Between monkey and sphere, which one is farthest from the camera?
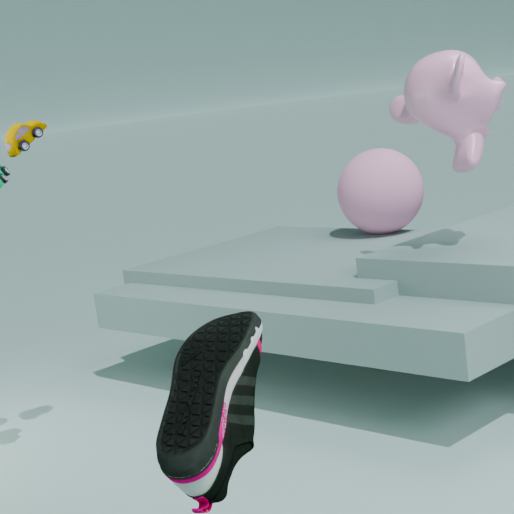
sphere
